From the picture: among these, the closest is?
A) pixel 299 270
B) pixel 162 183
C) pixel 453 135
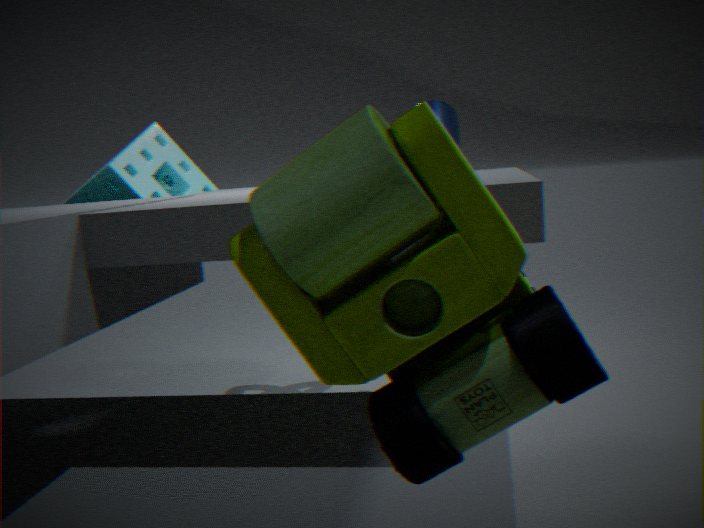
pixel 299 270
